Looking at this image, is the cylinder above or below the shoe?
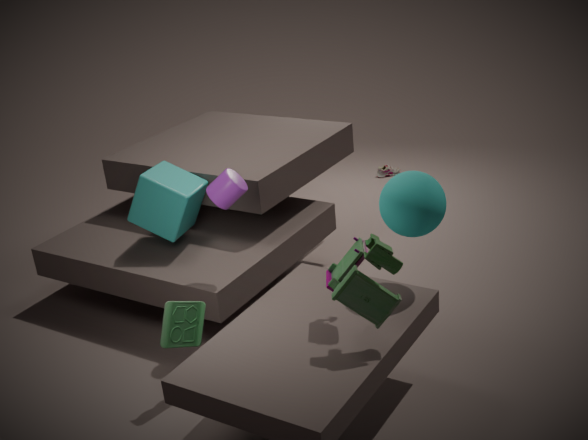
above
